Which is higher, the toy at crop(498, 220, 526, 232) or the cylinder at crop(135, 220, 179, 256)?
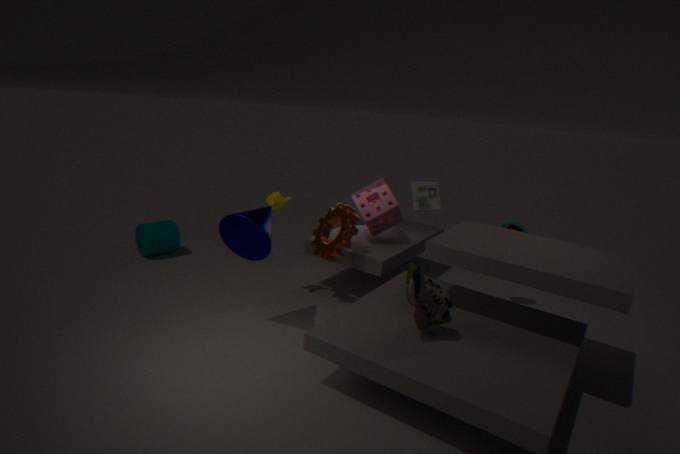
the toy at crop(498, 220, 526, 232)
